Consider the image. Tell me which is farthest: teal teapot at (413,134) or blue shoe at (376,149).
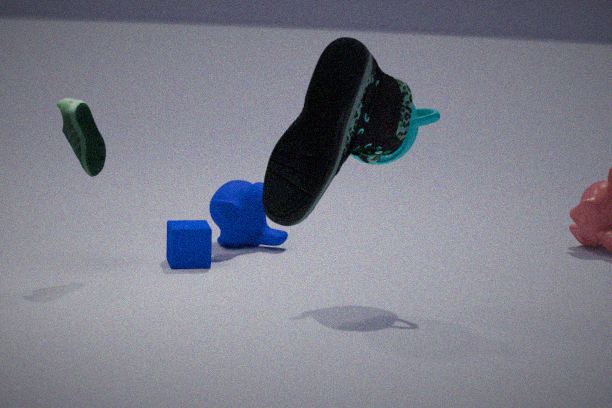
teal teapot at (413,134)
